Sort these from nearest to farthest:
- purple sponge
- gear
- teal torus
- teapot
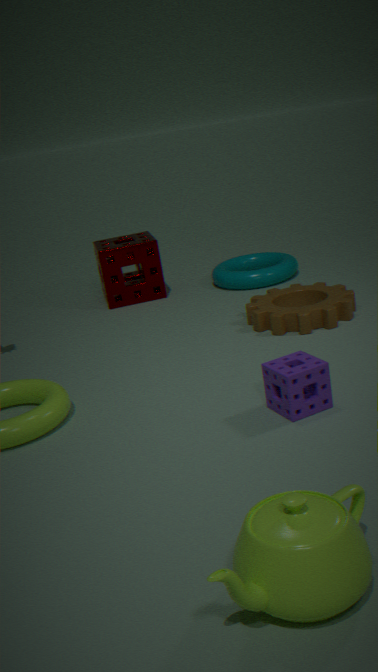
1. teapot
2. purple sponge
3. gear
4. teal torus
